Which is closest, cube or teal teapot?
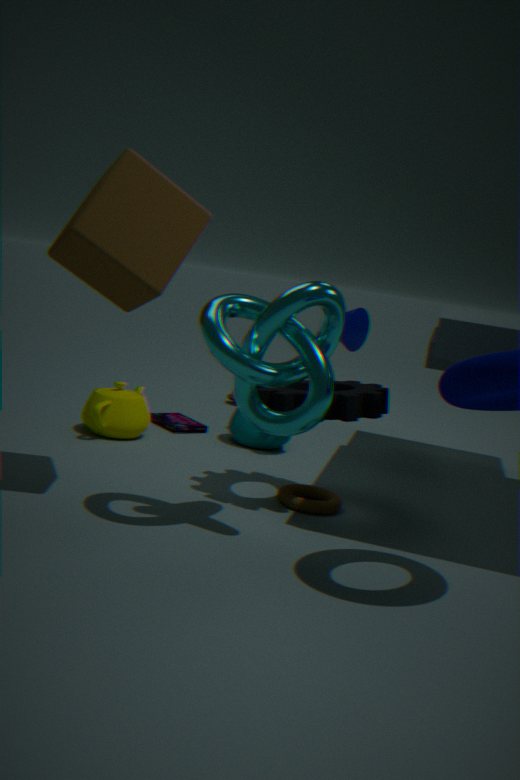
cube
